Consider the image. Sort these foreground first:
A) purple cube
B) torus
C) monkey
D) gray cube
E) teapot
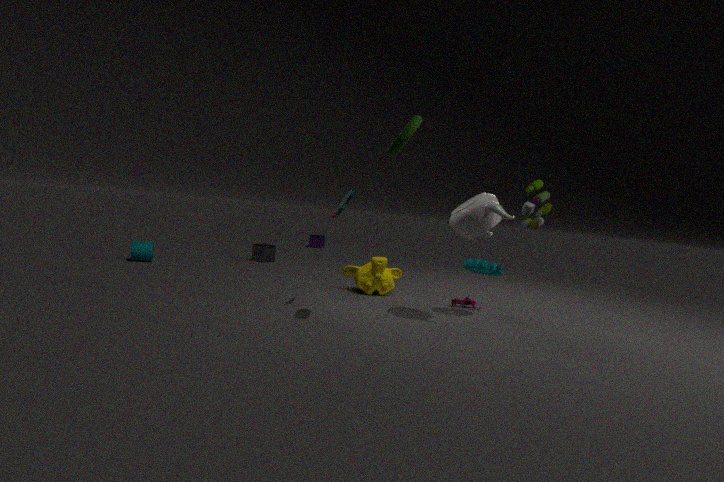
torus → teapot → monkey → gray cube → purple cube
